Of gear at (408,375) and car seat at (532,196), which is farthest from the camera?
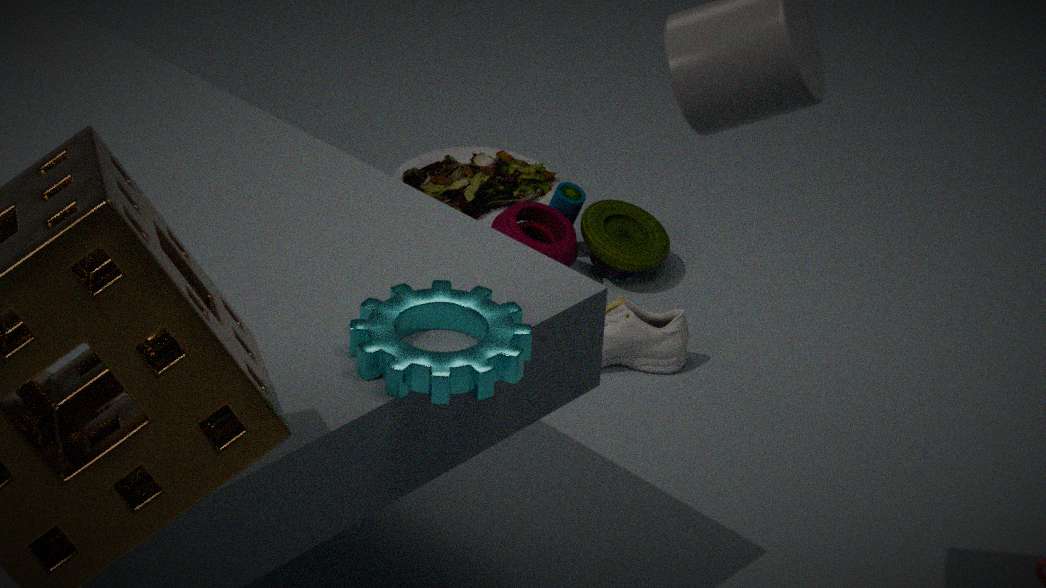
car seat at (532,196)
